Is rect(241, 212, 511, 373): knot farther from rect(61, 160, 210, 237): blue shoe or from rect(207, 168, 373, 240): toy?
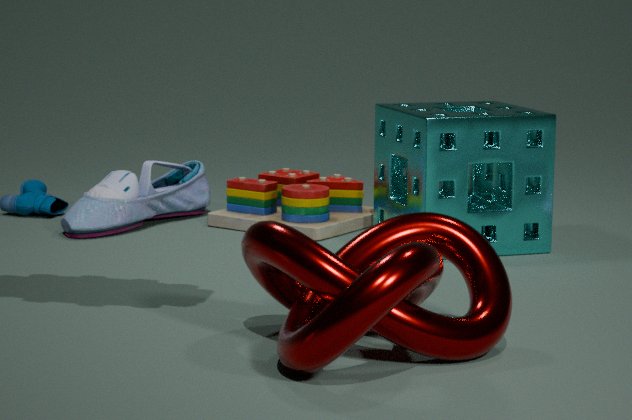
rect(61, 160, 210, 237): blue shoe
